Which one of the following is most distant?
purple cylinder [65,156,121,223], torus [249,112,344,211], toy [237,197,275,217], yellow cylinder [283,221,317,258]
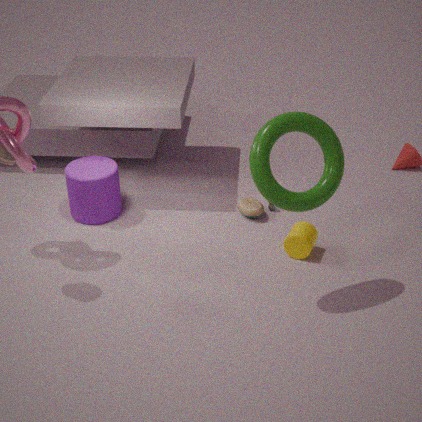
toy [237,197,275,217]
